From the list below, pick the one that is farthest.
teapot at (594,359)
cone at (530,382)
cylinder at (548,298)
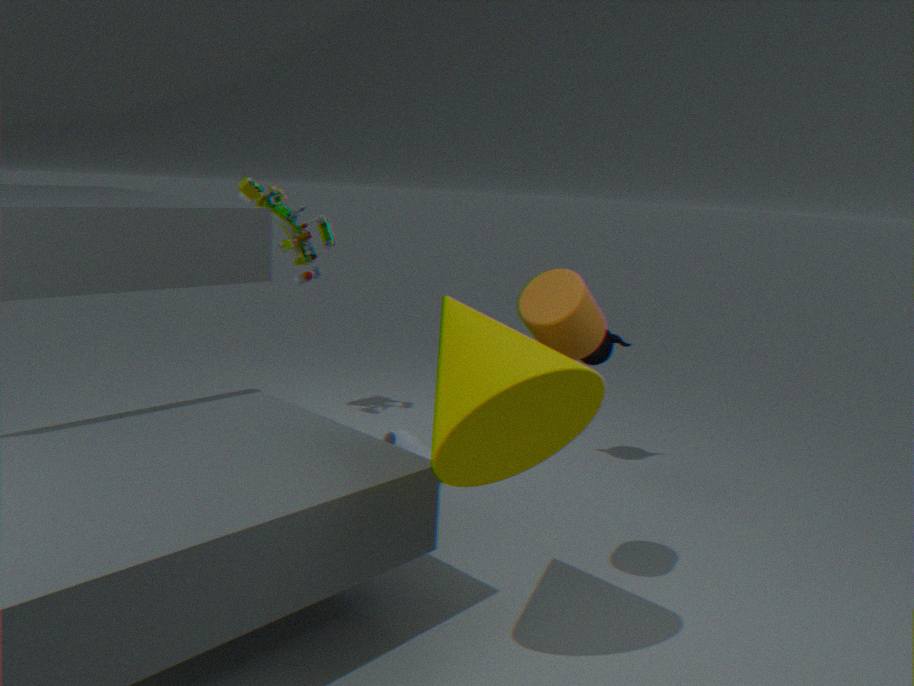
teapot at (594,359)
